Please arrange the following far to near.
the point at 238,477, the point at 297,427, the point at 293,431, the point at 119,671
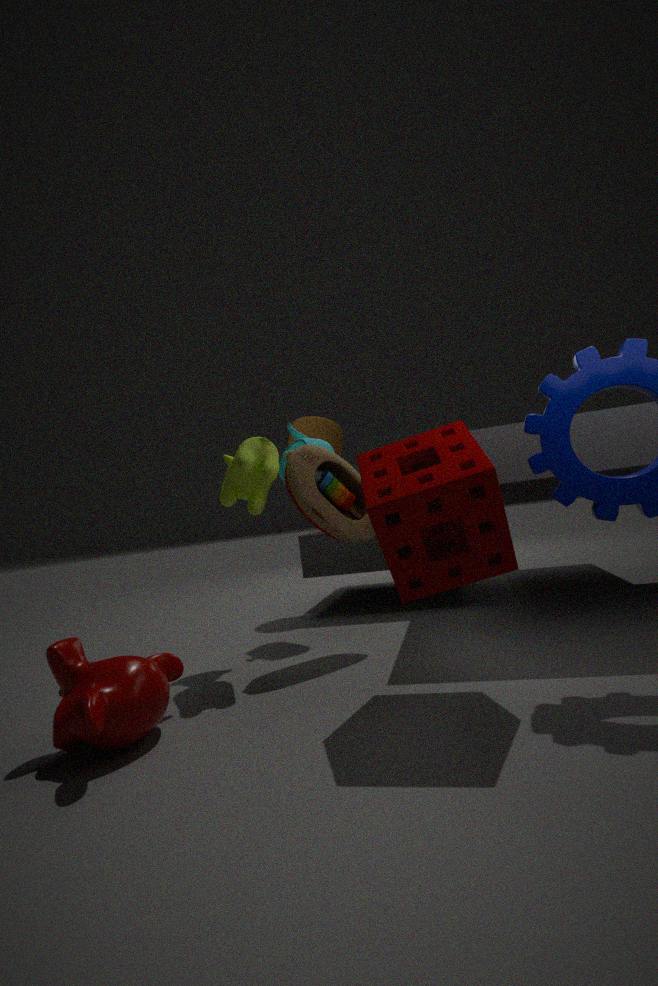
the point at 297,427 → the point at 293,431 → the point at 238,477 → the point at 119,671
